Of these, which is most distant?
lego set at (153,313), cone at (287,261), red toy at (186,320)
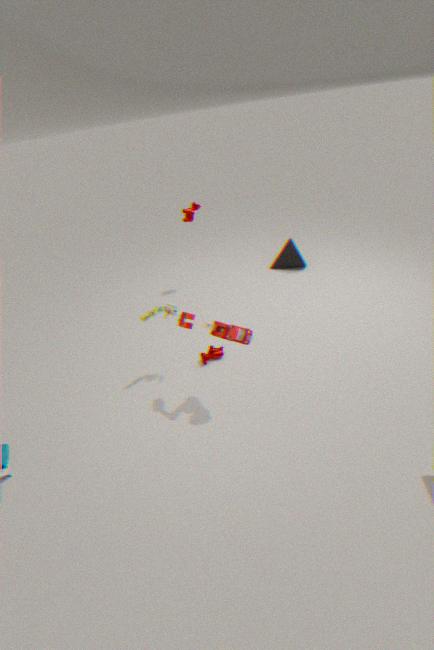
cone at (287,261)
